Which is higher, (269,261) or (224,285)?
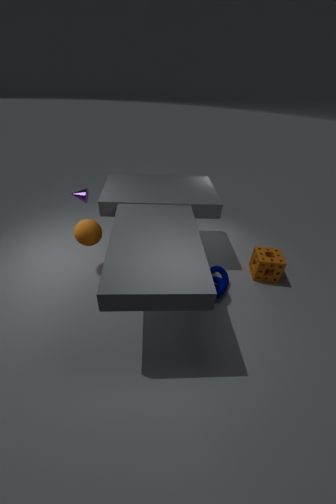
(269,261)
